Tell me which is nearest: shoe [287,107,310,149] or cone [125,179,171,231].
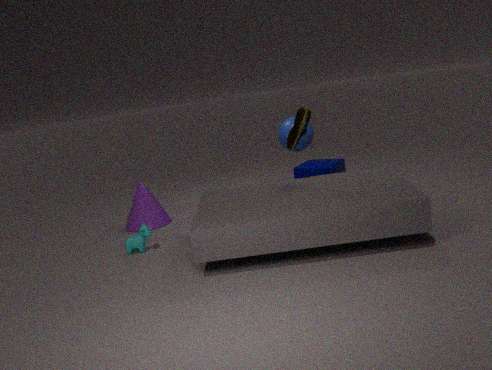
shoe [287,107,310,149]
